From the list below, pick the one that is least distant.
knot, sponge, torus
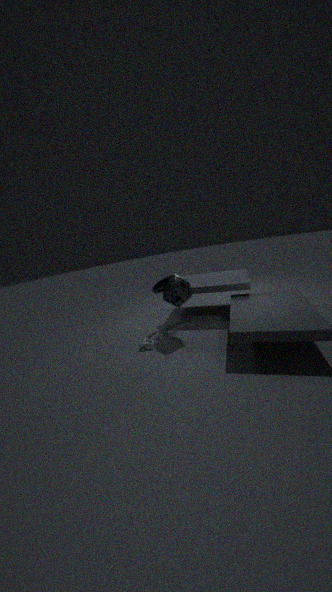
sponge
